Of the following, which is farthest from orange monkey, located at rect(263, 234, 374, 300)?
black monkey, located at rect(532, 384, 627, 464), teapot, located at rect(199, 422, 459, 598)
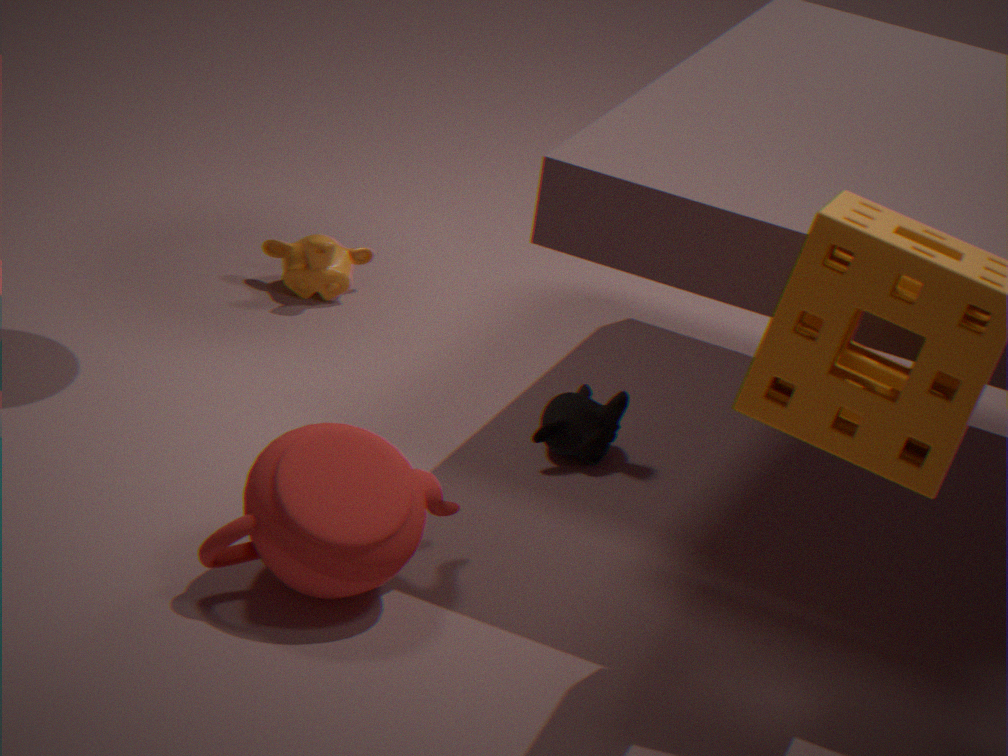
teapot, located at rect(199, 422, 459, 598)
